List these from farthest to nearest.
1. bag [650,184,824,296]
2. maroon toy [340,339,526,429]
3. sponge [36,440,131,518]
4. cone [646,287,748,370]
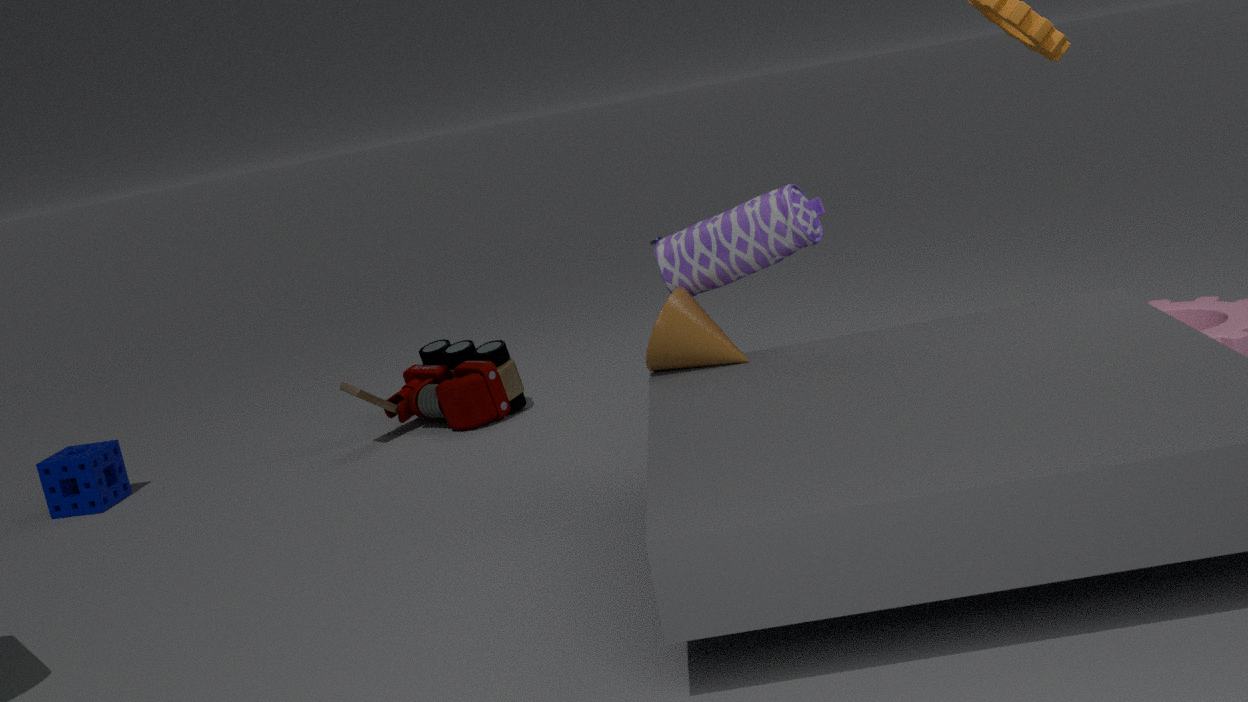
maroon toy [340,339,526,429] → sponge [36,440,131,518] → cone [646,287,748,370] → bag [650,184,824,296]
